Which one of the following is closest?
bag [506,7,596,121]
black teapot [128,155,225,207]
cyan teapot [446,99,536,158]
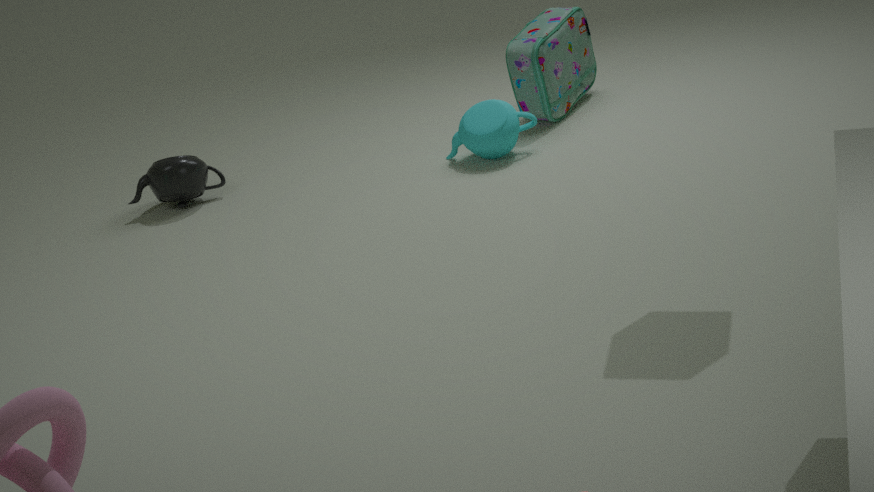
cyan teapot [446,99,536,158]
